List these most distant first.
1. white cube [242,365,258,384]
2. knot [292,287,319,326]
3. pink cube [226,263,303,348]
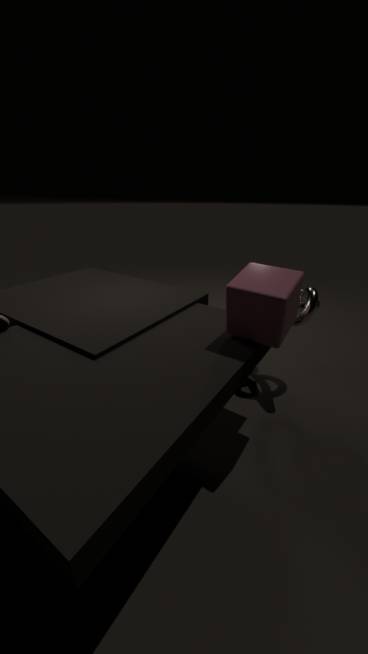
white cube [242,365,258,384] < knot [292,287,319,326] < pink cube [226,263,303,348]
